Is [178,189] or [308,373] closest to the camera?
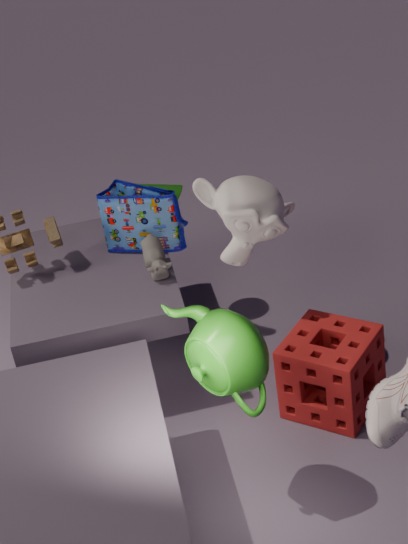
[308,373]
